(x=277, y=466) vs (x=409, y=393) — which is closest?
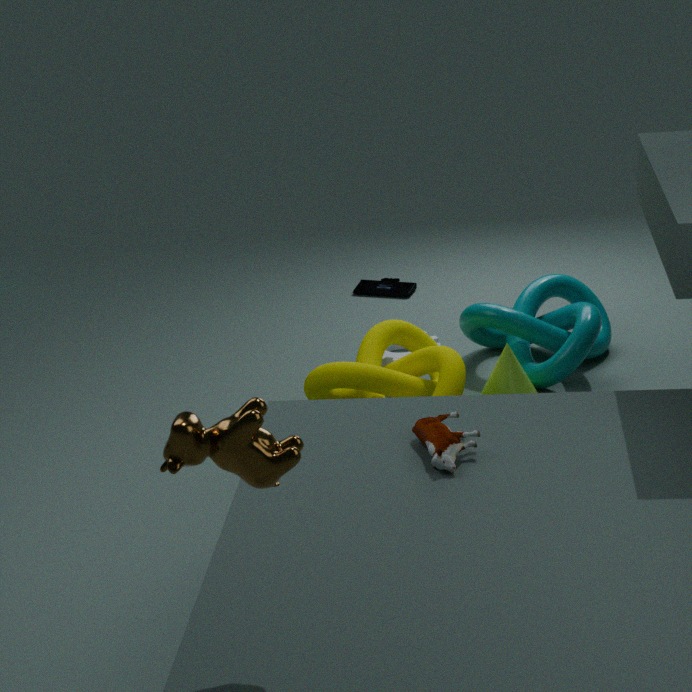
(x=277, y=466)
